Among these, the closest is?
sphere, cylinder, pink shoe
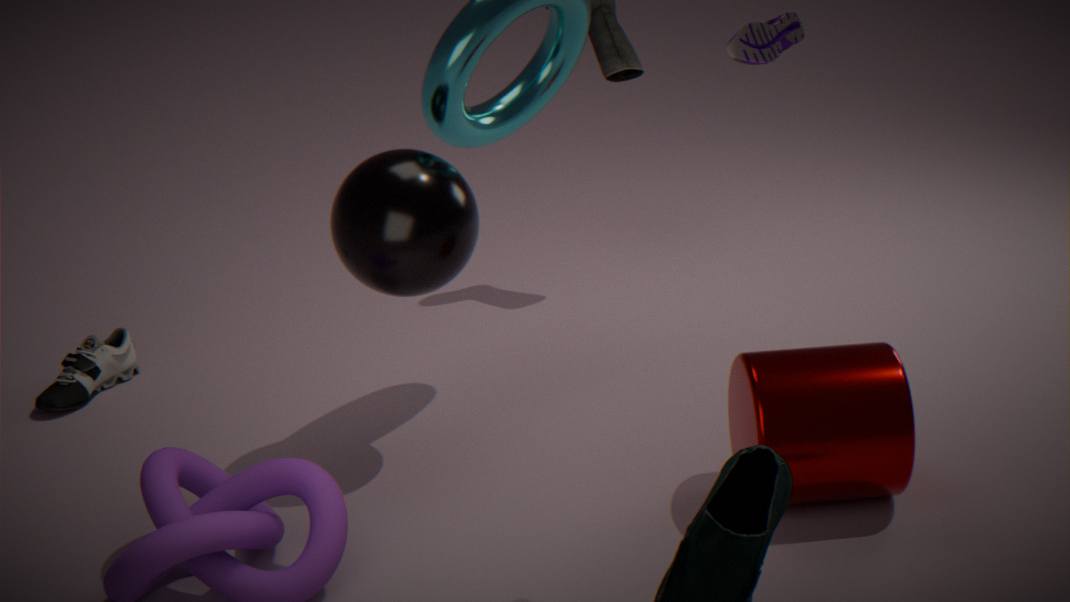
pink shoe
